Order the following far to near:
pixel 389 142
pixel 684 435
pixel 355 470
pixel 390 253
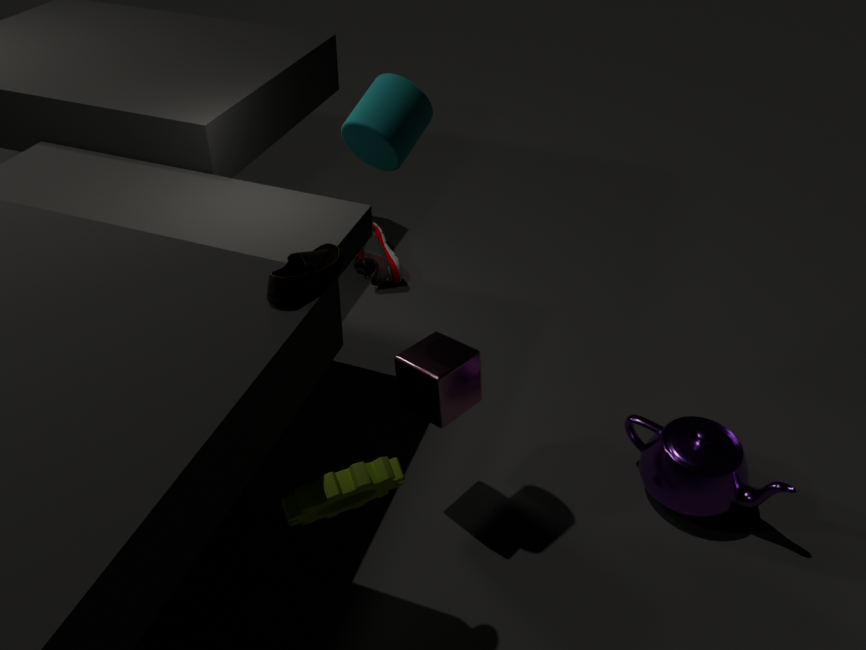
pixel 390 253 < pixel 684 435 < pixel 389 142 < pixel 355 470
